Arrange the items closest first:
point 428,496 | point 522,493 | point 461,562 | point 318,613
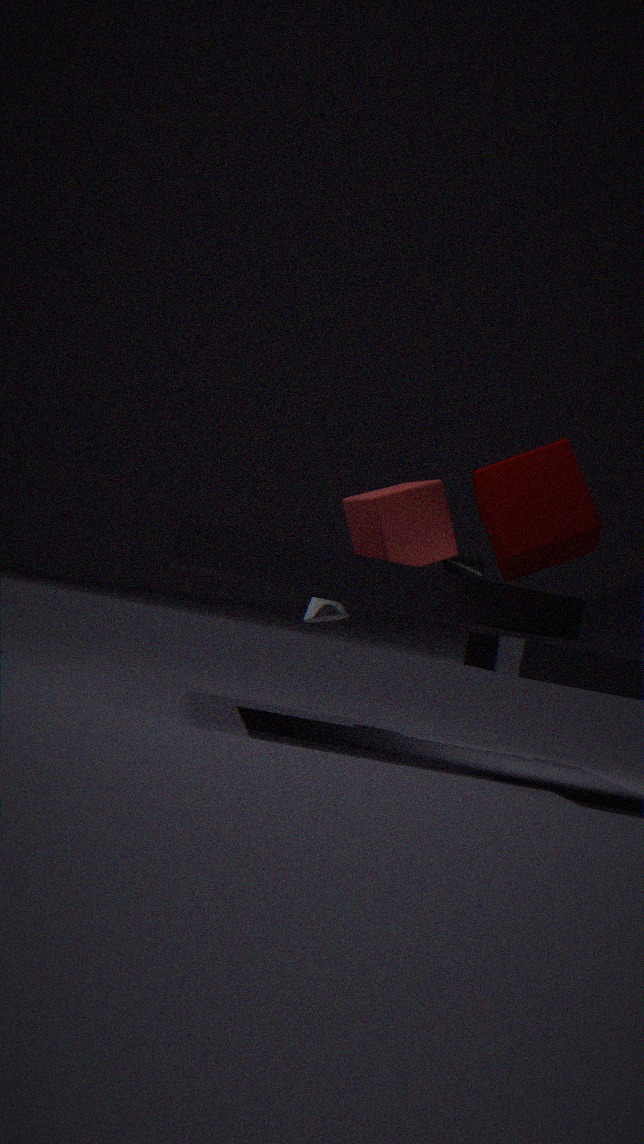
point 522,493
point 428,496
point 318,613
point 461,562
